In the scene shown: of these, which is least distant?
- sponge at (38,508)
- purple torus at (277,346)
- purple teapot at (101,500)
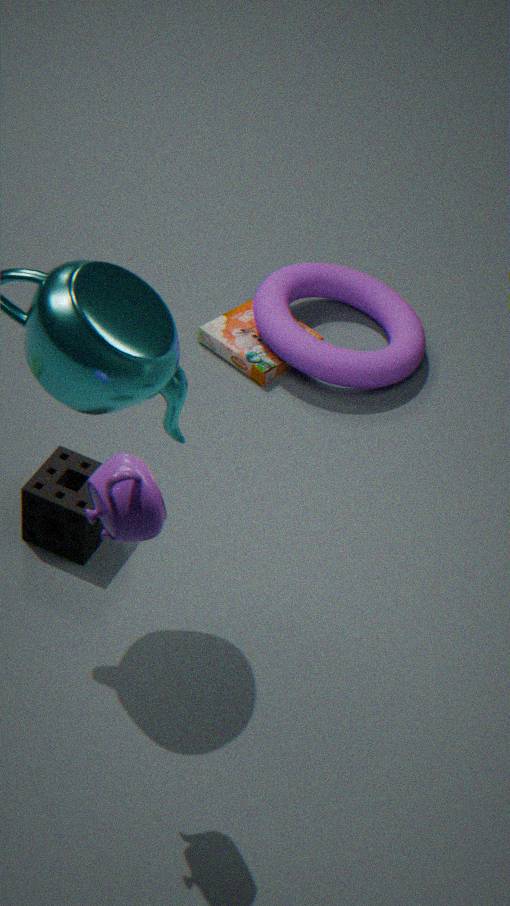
purple teapot at (101,500)
